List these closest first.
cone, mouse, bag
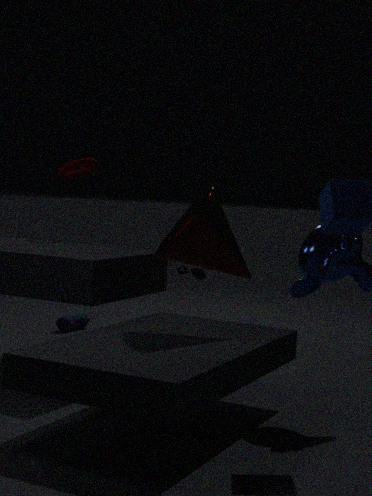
cone, mouse, bag
